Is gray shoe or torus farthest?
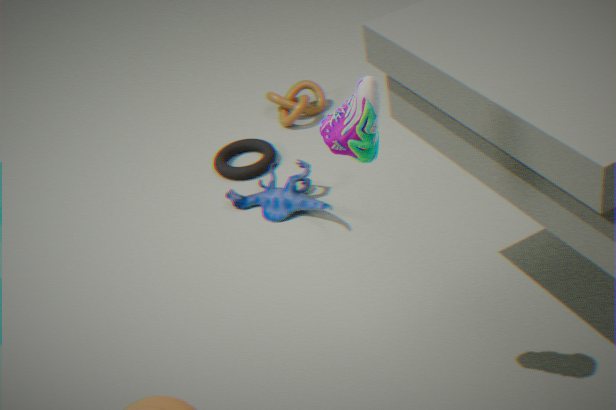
torus
